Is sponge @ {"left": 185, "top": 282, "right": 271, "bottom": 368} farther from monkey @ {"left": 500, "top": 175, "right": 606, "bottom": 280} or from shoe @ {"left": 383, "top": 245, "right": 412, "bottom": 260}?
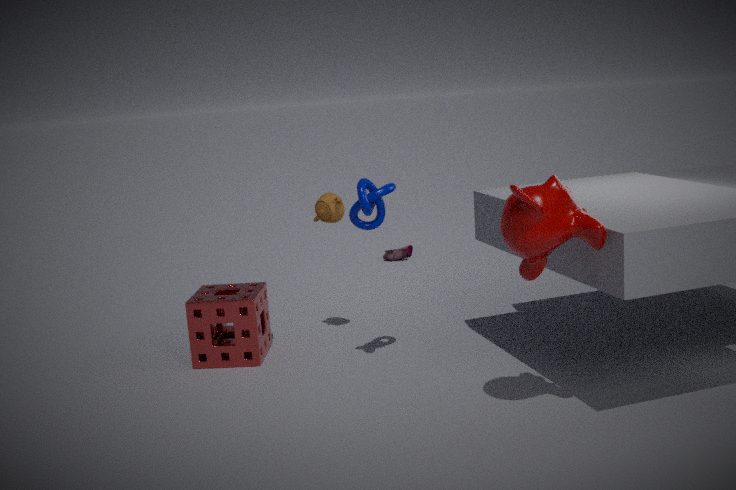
shoe @ {"left": 383, "top": 245, "right": 412, "bottom": 260}
